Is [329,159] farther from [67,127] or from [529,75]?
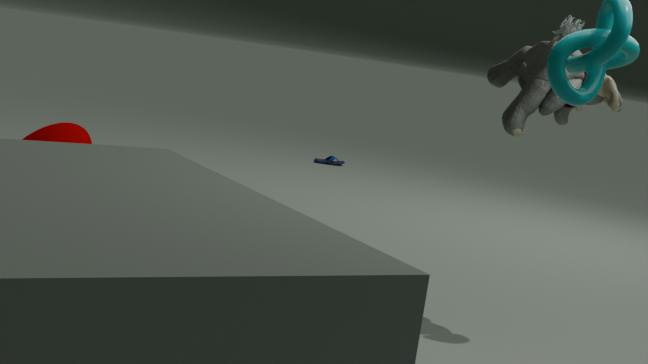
[529,75]
